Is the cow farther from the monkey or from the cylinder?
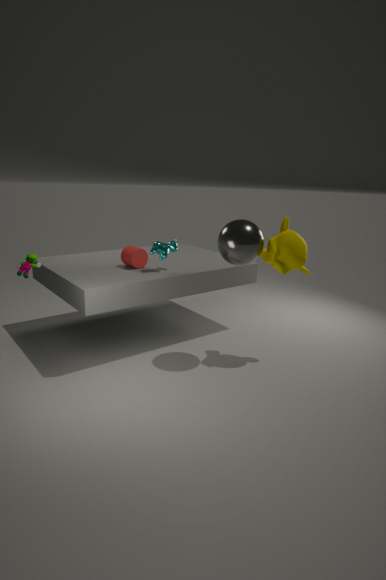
the monkey
